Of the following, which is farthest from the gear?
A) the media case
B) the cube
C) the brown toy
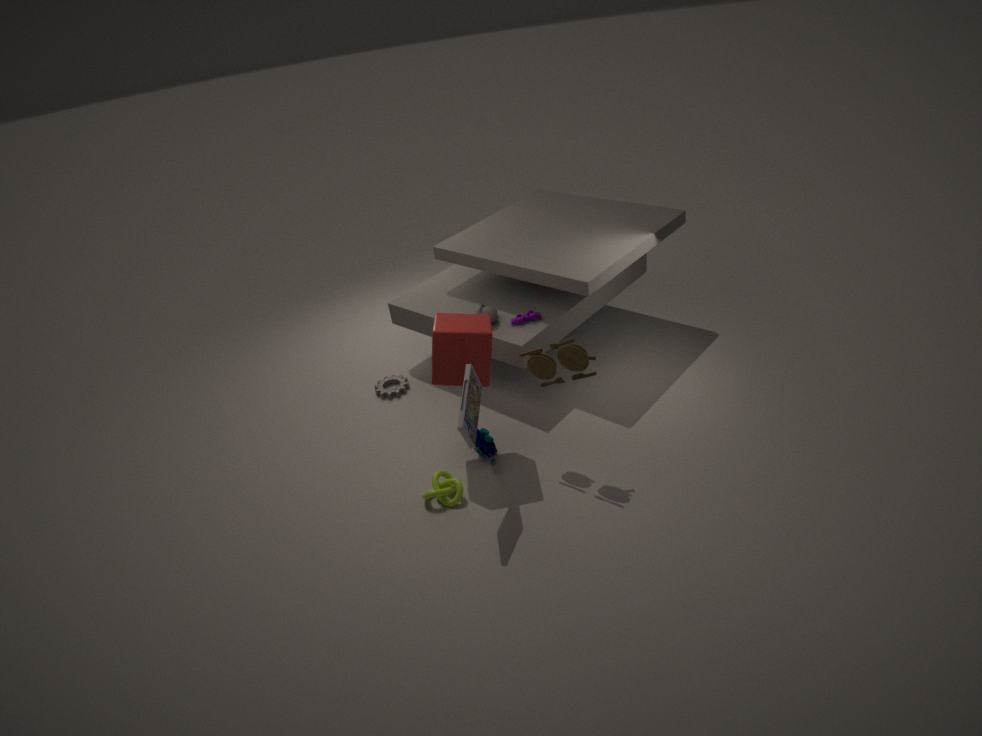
the brown toy
